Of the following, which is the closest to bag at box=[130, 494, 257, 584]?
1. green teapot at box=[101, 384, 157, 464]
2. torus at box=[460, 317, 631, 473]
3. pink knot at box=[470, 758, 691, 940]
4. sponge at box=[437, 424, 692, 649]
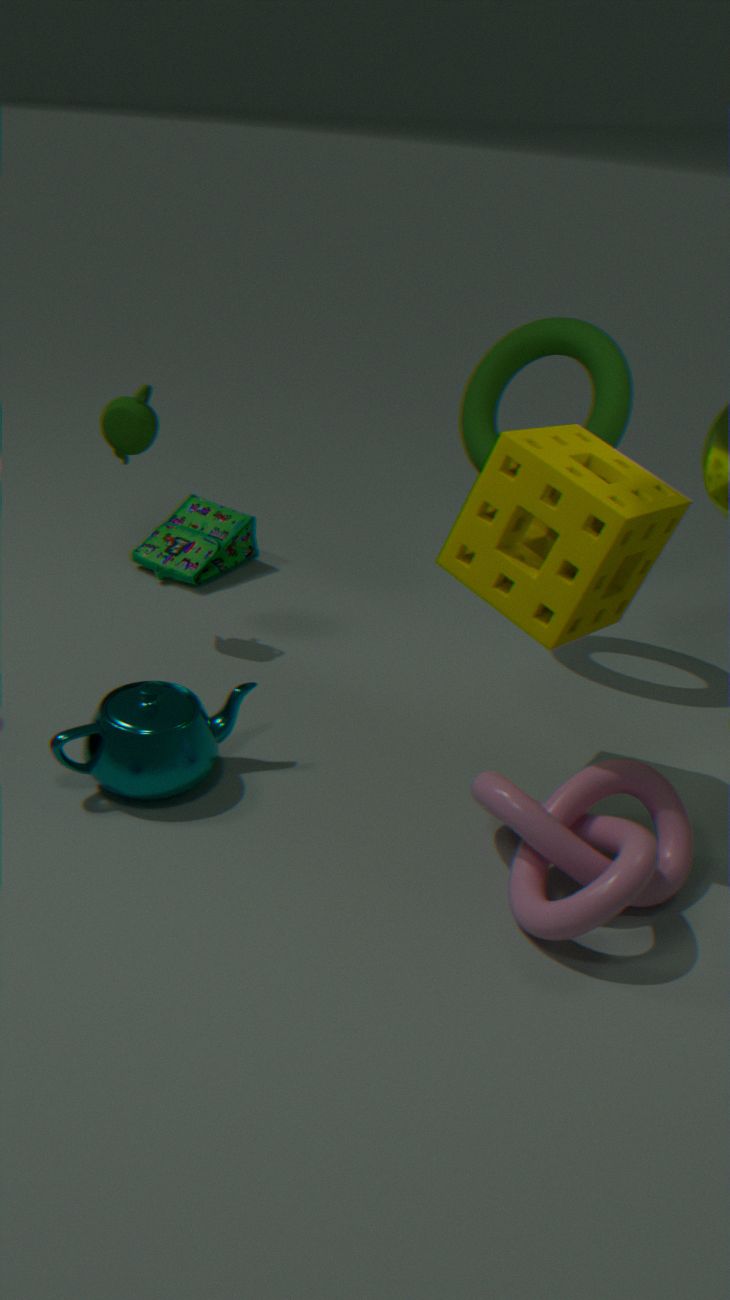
green teapot at box=[101, 384, 157, 464]
